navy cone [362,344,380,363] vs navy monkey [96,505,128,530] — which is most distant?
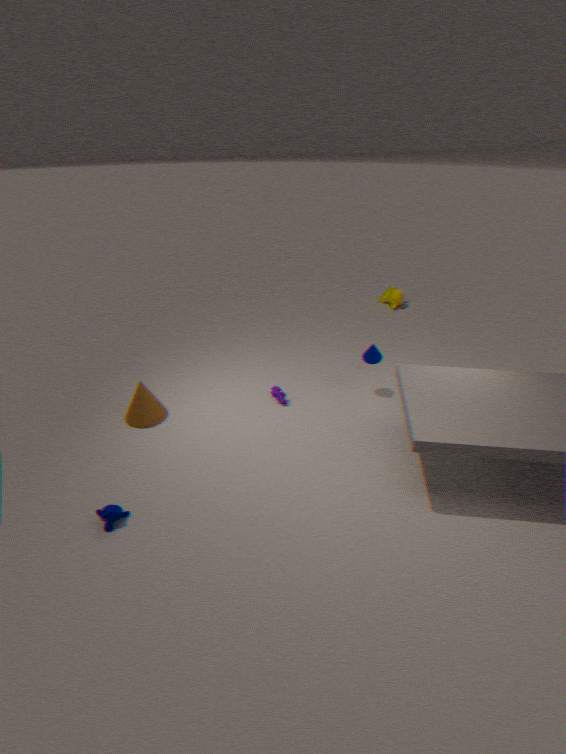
navy cone [362,344,380,363]
